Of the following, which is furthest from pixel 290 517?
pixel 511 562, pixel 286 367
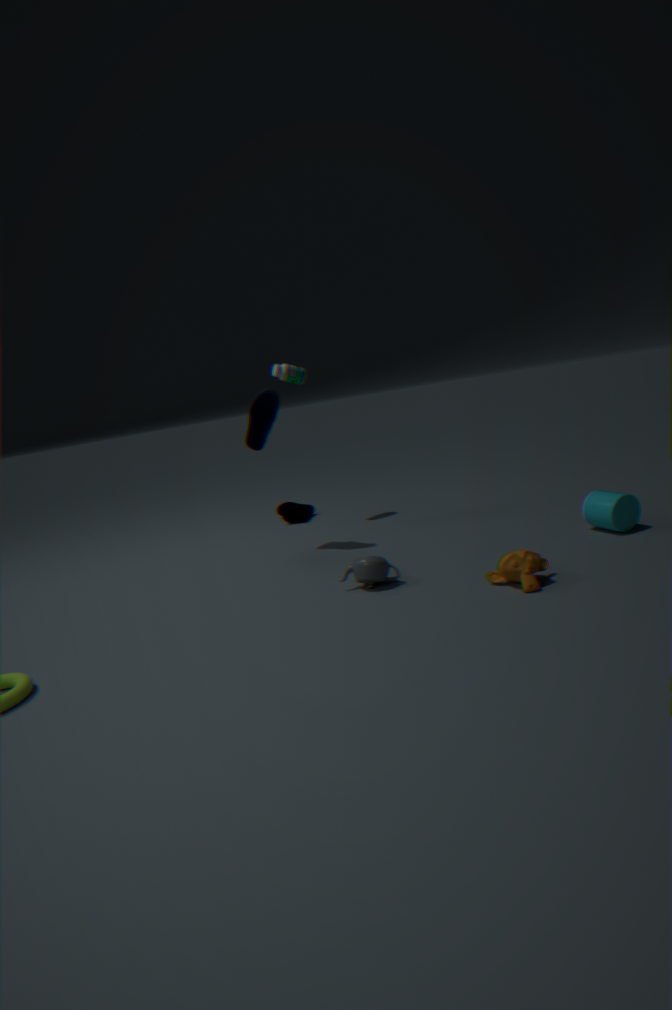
pixel 511 562
